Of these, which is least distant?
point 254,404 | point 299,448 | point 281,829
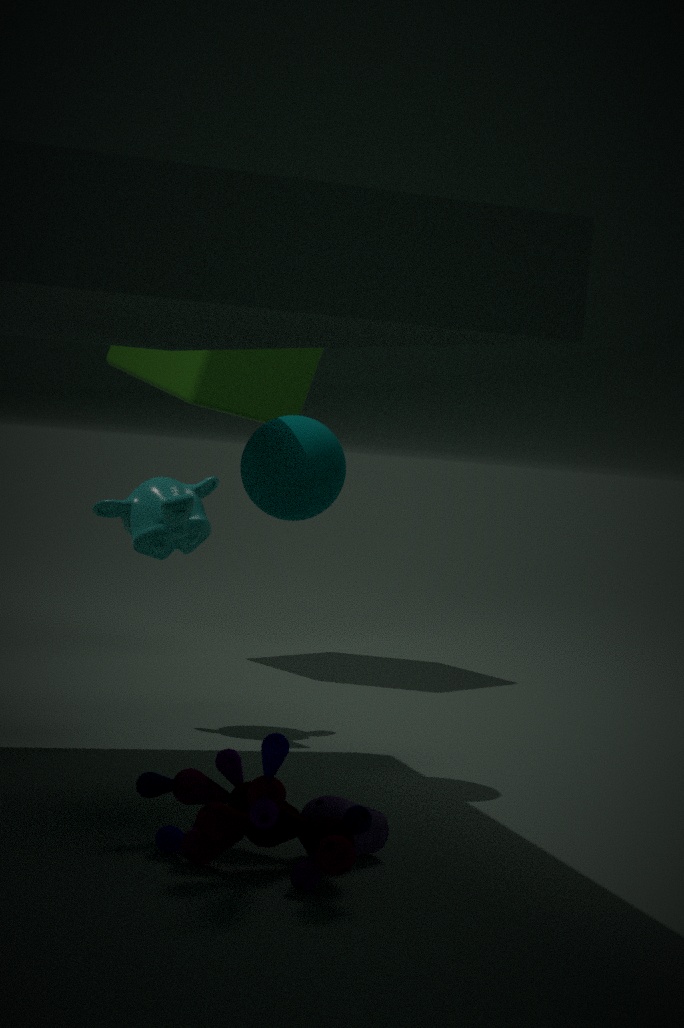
point 281,829
